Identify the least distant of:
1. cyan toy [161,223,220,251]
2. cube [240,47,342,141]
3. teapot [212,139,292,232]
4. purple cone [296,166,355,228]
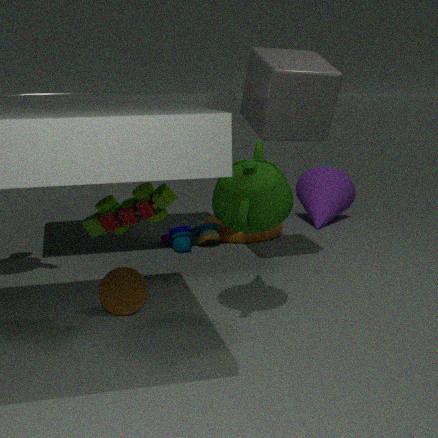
teapot [212,139,292,232]
